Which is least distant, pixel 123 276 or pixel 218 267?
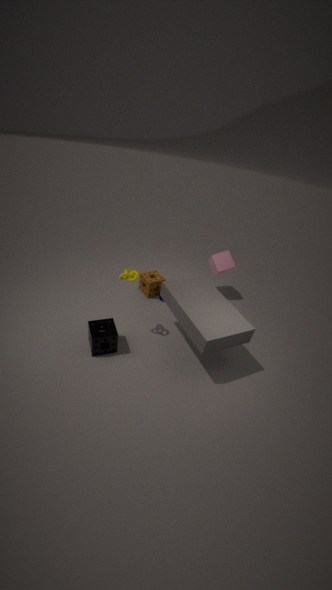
pixel 123 276
